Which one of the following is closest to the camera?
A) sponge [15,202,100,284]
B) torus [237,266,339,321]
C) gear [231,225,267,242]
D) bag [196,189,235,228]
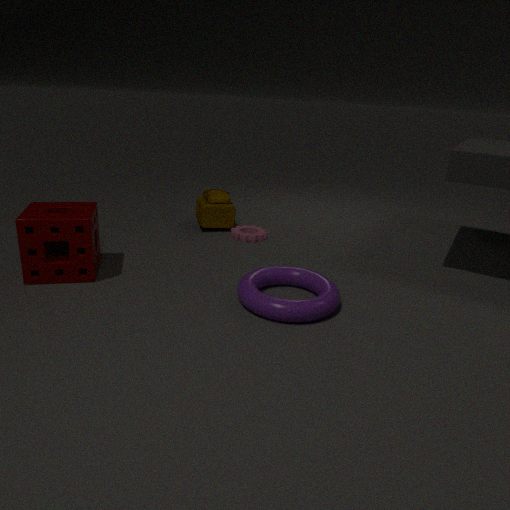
torus [237,266,339,321]
